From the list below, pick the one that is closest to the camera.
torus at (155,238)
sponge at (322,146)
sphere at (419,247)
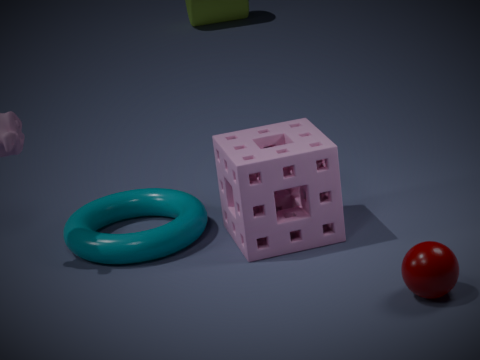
sphere at (419,247)
